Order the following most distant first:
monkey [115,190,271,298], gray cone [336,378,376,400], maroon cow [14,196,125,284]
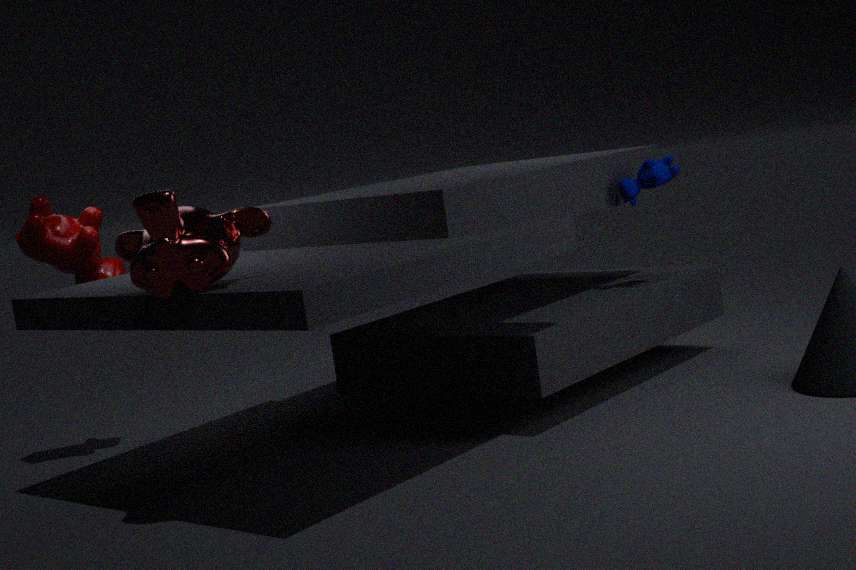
gray cone [336,378,376,400] → maroon cow [14,196,125,284] → monkey [115,190,271,298]
